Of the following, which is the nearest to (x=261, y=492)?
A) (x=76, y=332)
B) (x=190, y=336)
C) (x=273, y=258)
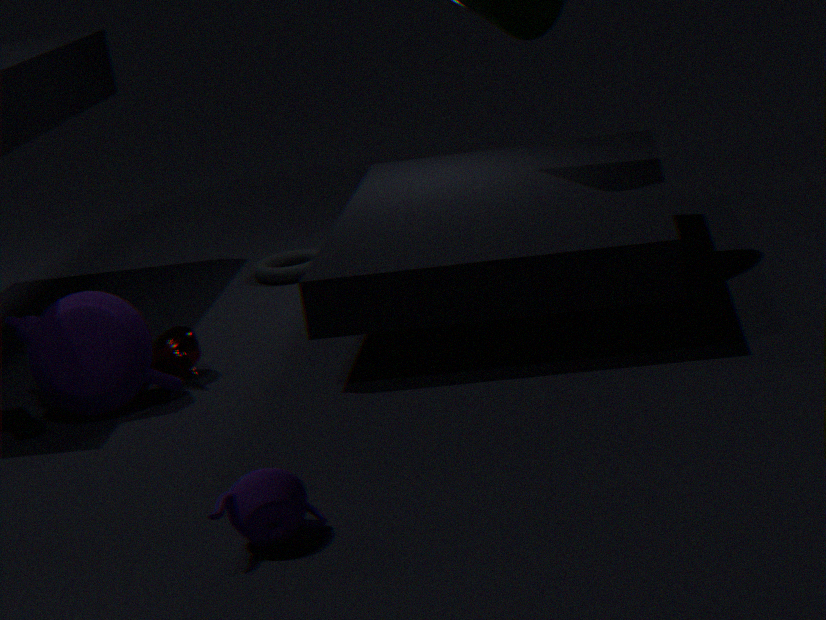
(x=76, y=332)
